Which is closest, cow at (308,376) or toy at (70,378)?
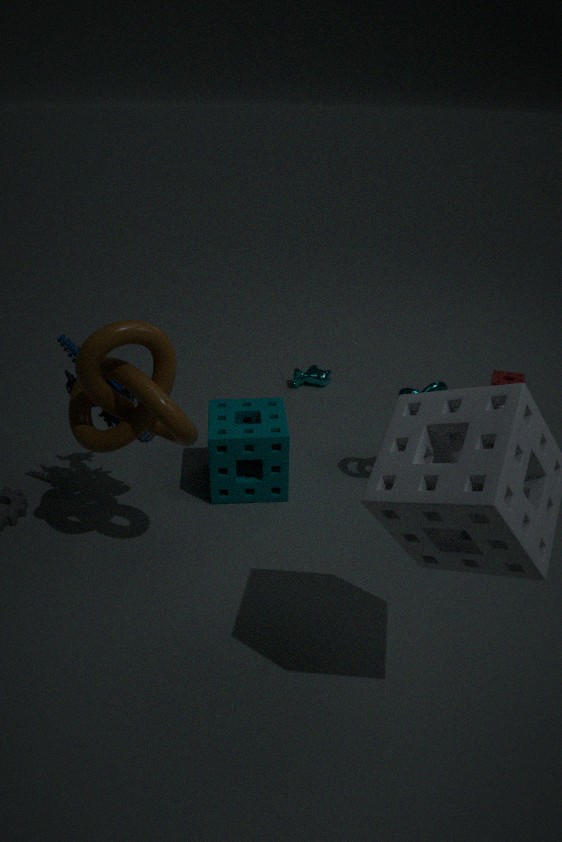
toy at (70,378)
